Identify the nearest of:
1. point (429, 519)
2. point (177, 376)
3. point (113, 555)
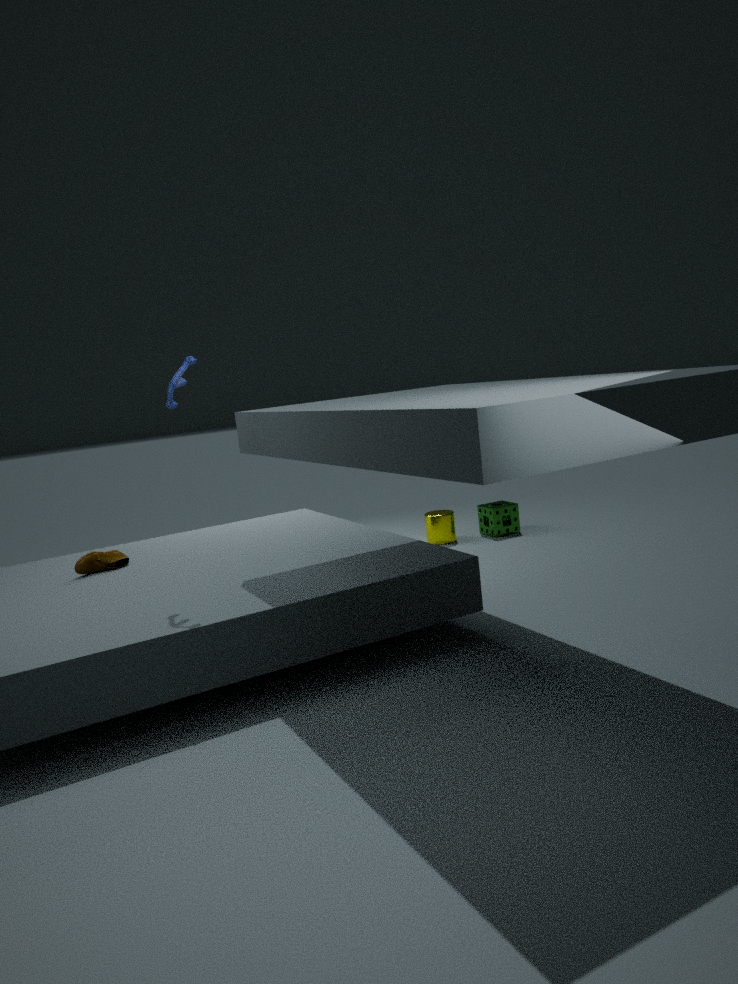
point (177, 376)
